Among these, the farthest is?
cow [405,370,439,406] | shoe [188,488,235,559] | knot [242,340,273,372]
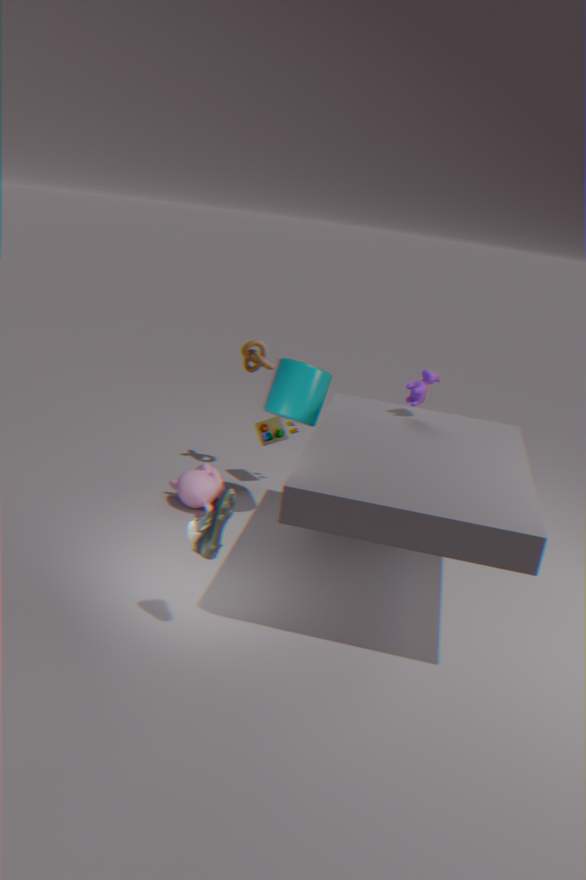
knot [242,340,273,372]
